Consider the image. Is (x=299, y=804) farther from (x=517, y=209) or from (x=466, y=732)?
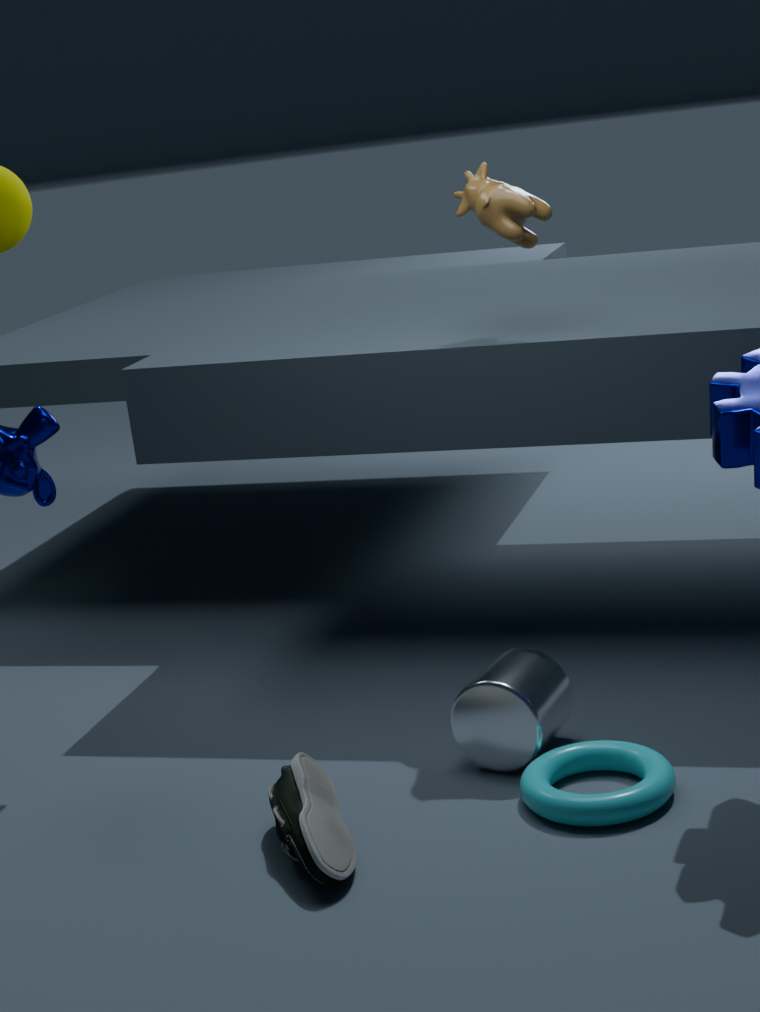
(x=517, y=209)
